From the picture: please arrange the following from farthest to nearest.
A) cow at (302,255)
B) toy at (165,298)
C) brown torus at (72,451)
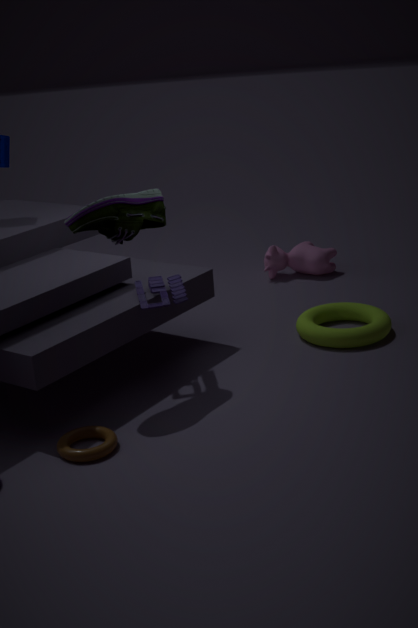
cow at (302,255), toy at (165,298), brown torus at (72,451)
